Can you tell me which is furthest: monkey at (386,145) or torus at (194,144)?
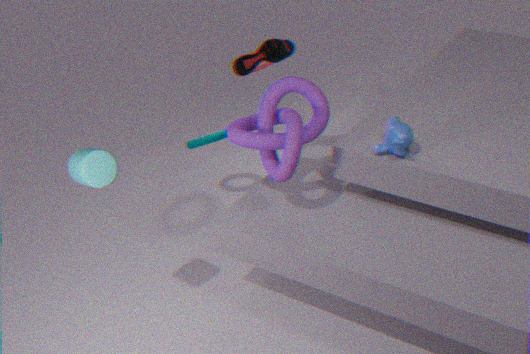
torus at (194,144)
